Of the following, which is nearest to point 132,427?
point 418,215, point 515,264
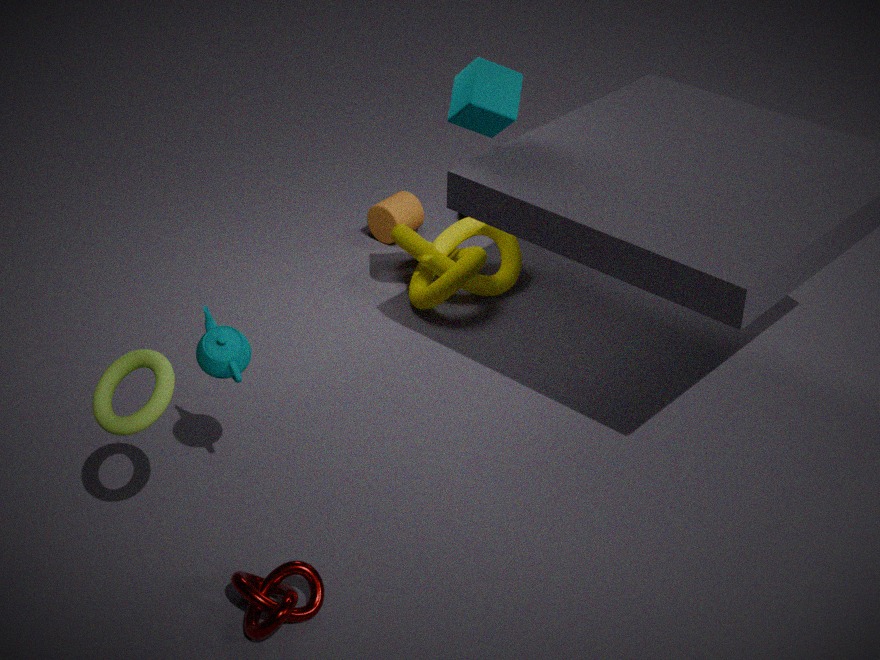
point 515,264
